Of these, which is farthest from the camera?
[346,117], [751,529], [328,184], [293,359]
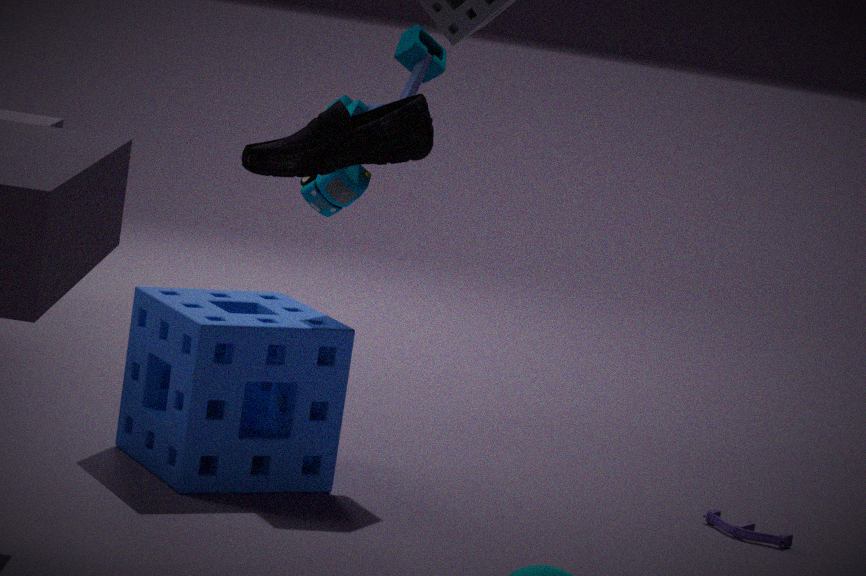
[328,184]
